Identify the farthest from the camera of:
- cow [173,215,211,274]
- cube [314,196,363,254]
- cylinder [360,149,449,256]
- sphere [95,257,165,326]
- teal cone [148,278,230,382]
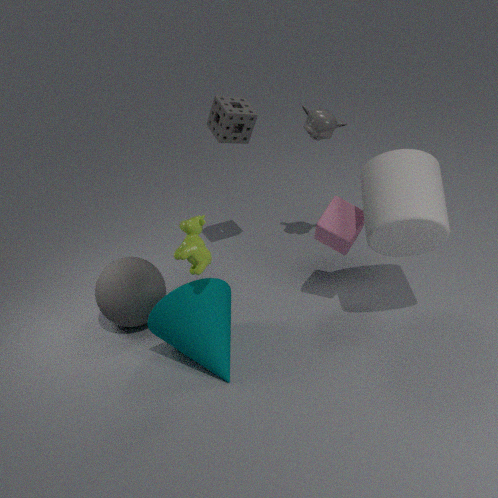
sphere [95,257,165,326]
